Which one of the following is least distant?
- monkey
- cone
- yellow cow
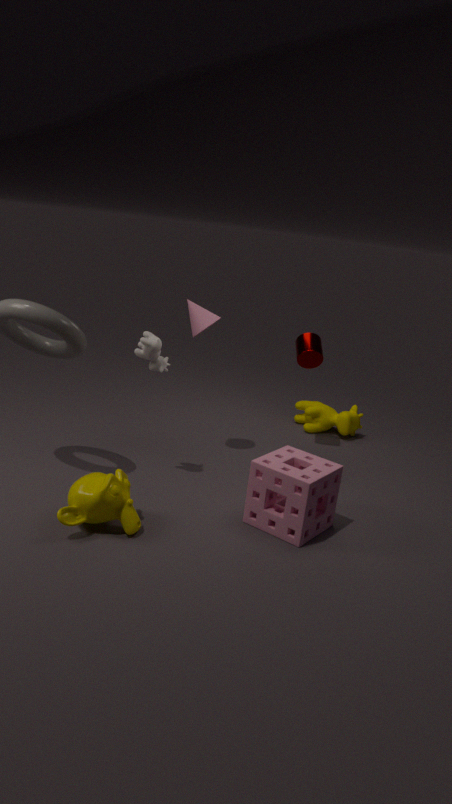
monkey
